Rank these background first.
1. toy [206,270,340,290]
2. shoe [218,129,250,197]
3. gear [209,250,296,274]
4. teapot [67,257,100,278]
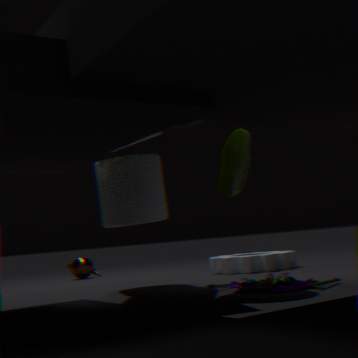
teapot [67,257,100,278] < gear [209,250,296,274] < shoe [218,129,250,197] < toy [206,270,340,290]
